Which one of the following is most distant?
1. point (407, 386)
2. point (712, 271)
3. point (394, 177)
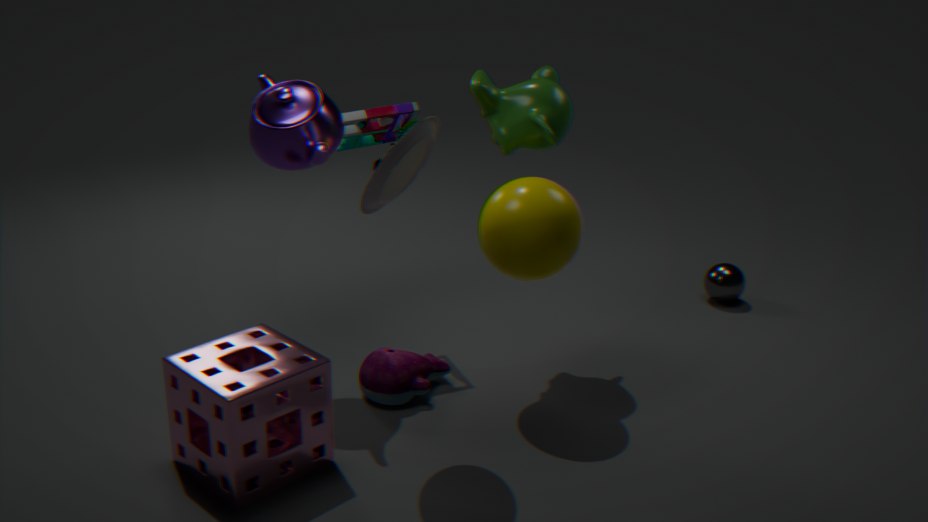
point (712, 271)
